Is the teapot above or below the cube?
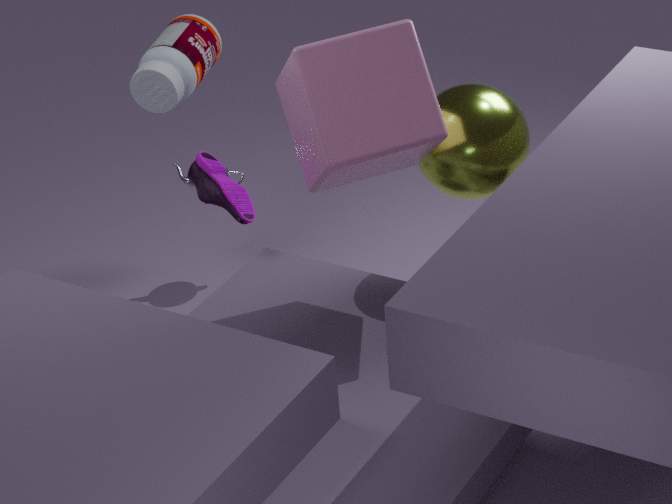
below
